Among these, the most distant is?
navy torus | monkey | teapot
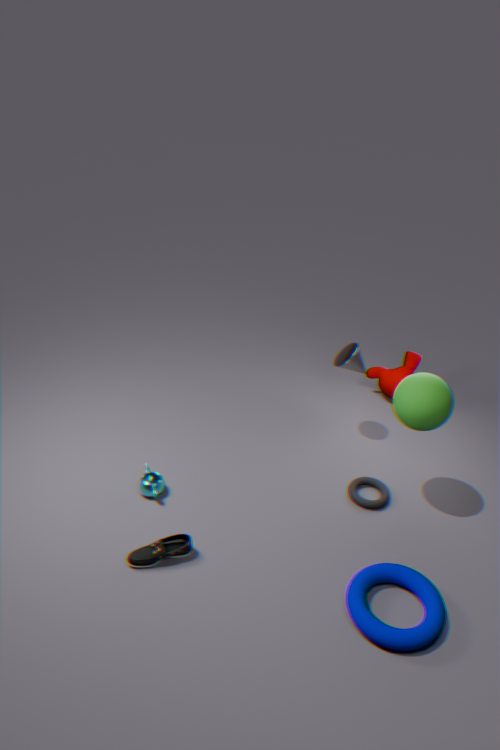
monkey
